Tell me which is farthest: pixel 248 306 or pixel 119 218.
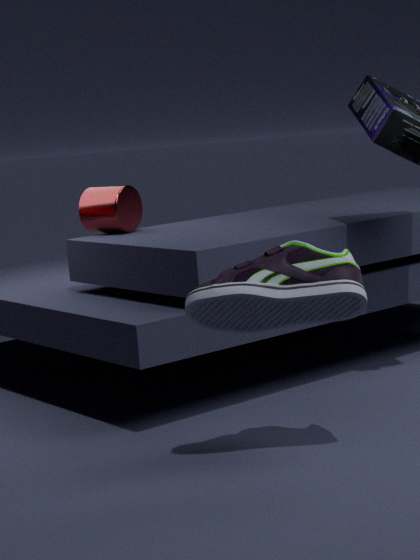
pixel 119 218
